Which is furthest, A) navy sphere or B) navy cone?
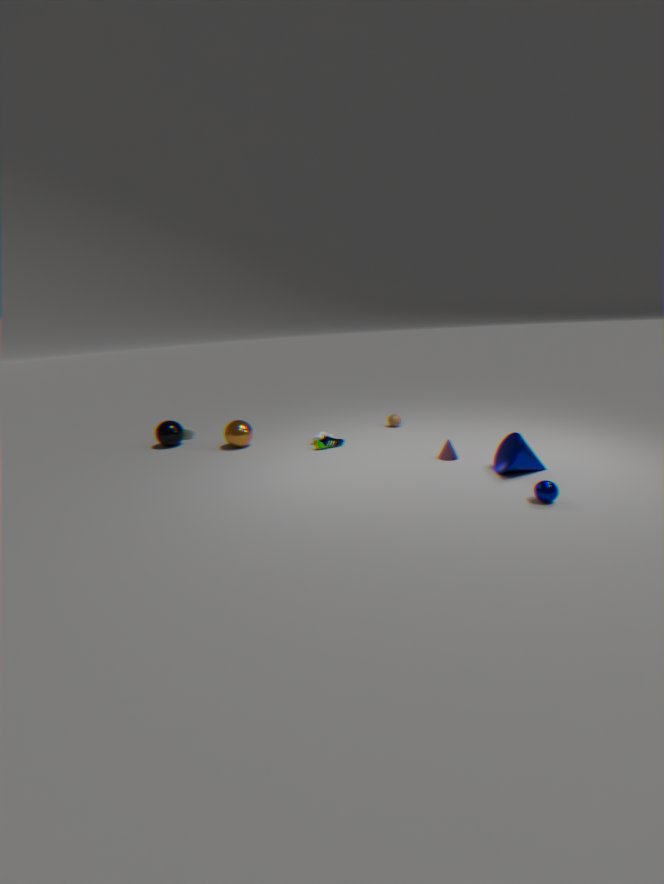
B. navy cone
